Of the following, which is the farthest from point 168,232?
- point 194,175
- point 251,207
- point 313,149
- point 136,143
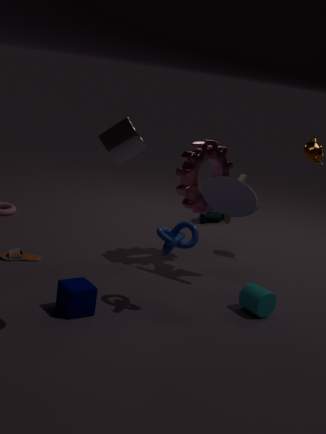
point 313,149
